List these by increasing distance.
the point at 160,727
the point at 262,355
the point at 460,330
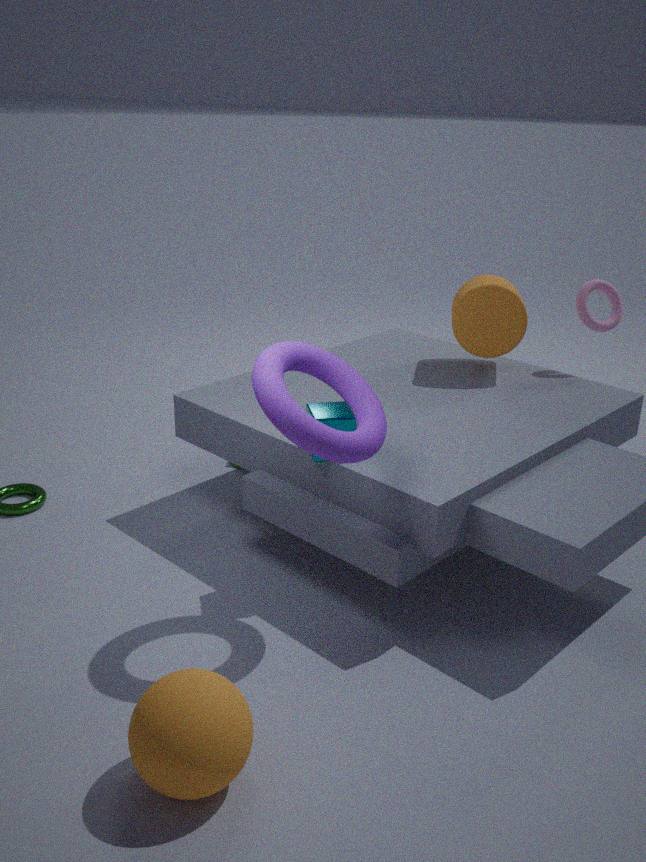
the point at 160,727 < the point at 262,355 < the point at 460,330
